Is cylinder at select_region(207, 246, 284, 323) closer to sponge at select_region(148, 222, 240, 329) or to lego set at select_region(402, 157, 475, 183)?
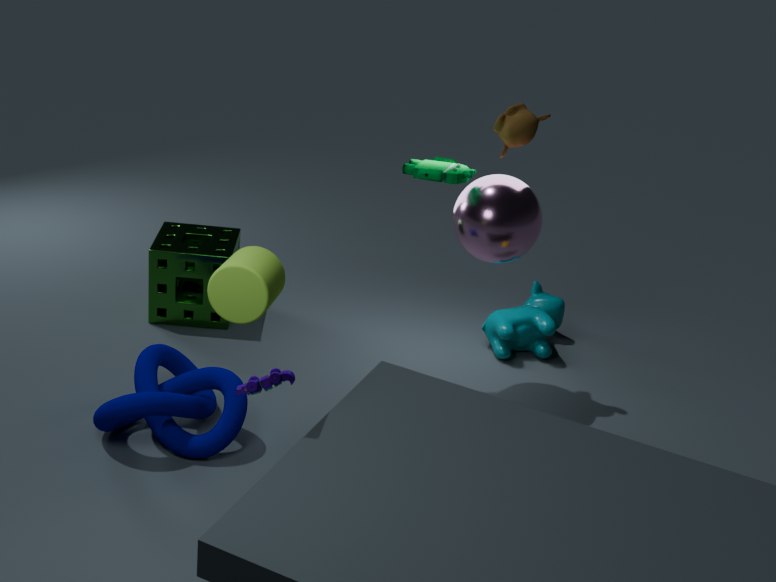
lego set at select_region(402, 157, 475, 183)
